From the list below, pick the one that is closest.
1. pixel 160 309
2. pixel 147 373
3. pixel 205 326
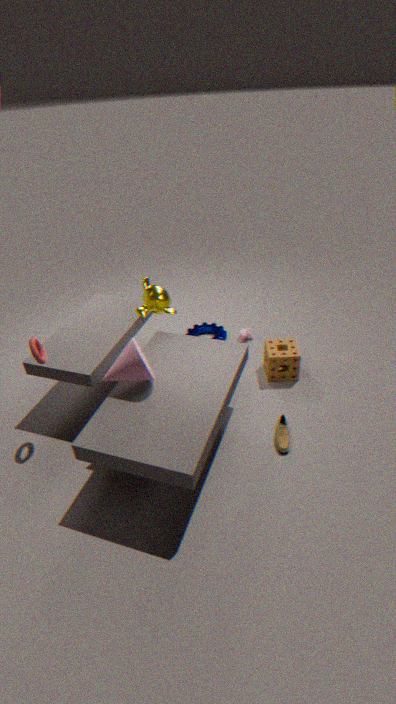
pixel 147 373
